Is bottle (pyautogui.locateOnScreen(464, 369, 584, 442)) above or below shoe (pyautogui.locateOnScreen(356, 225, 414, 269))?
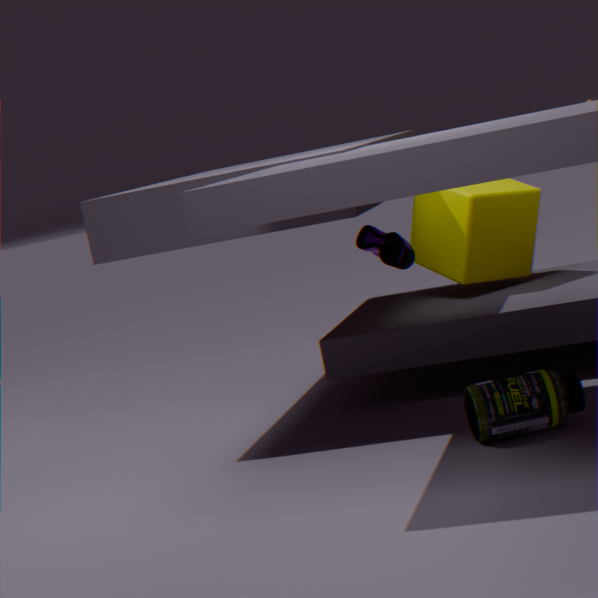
below
